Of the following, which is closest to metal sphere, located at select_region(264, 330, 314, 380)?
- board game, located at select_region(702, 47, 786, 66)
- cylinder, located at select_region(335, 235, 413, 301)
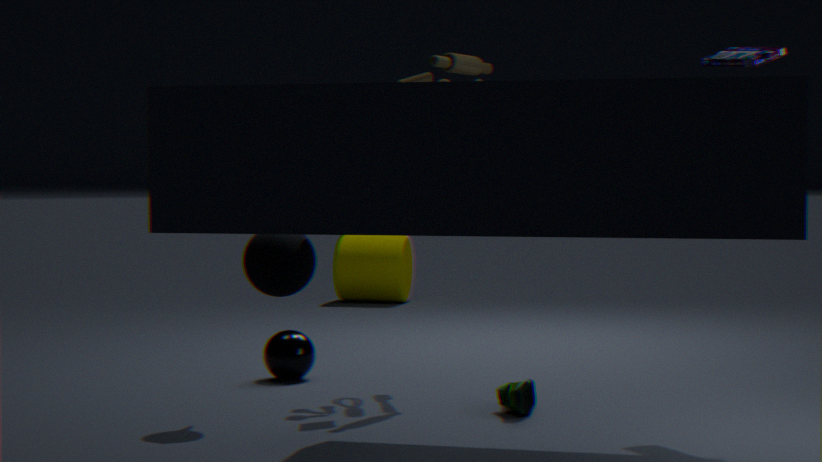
board game, located at select_region(702, 47, 786, 66)
